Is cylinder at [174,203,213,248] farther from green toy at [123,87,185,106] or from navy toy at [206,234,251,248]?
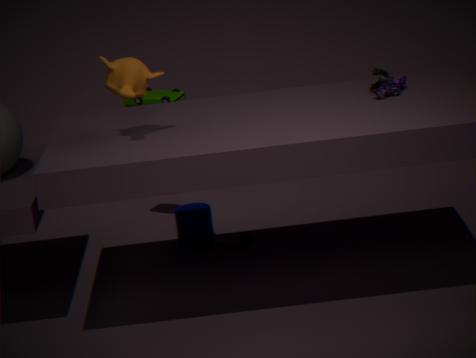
green toy at [123,87,185,106]
